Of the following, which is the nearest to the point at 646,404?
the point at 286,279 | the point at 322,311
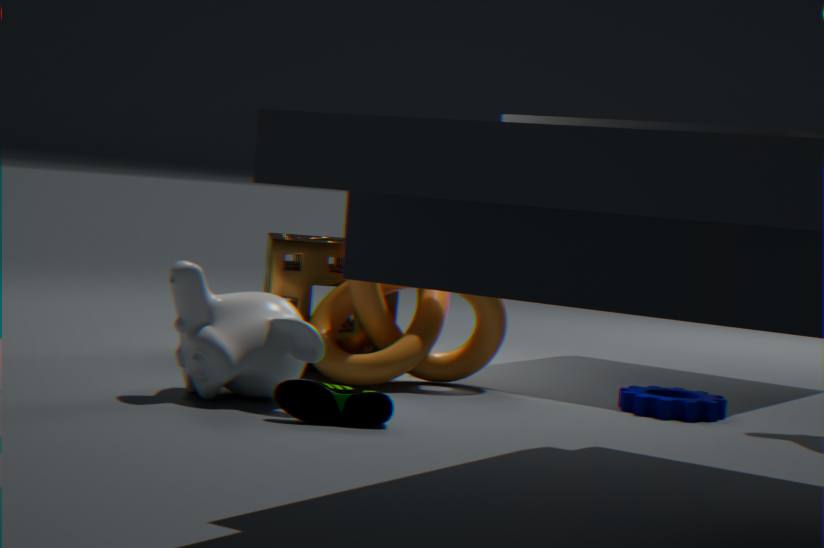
the point at 322,311
